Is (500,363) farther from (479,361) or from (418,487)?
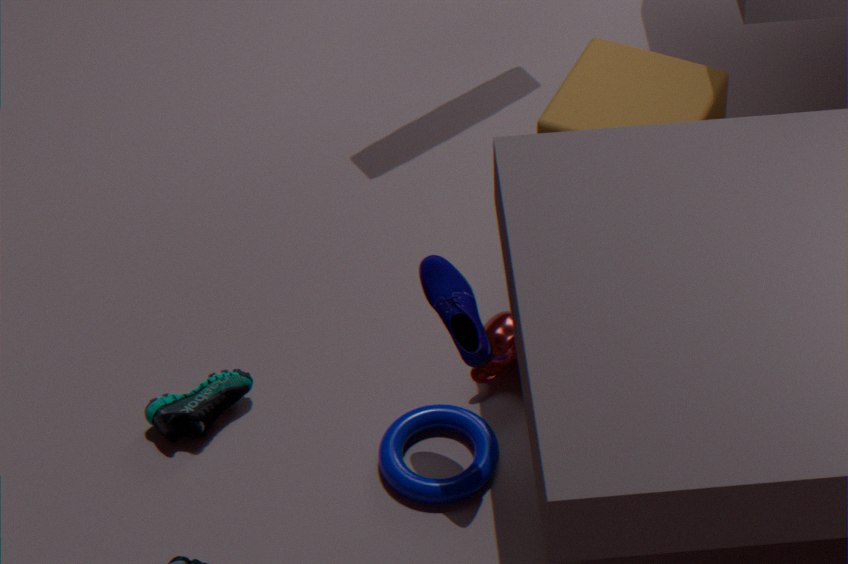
(479,361)
